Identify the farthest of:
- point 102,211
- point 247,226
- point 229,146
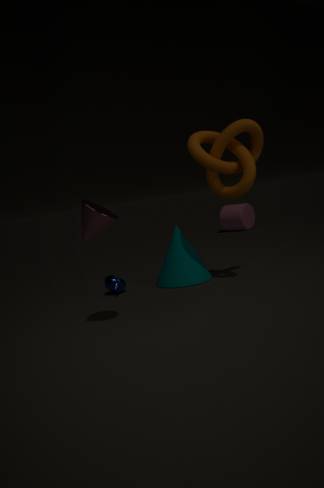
point 247,226
